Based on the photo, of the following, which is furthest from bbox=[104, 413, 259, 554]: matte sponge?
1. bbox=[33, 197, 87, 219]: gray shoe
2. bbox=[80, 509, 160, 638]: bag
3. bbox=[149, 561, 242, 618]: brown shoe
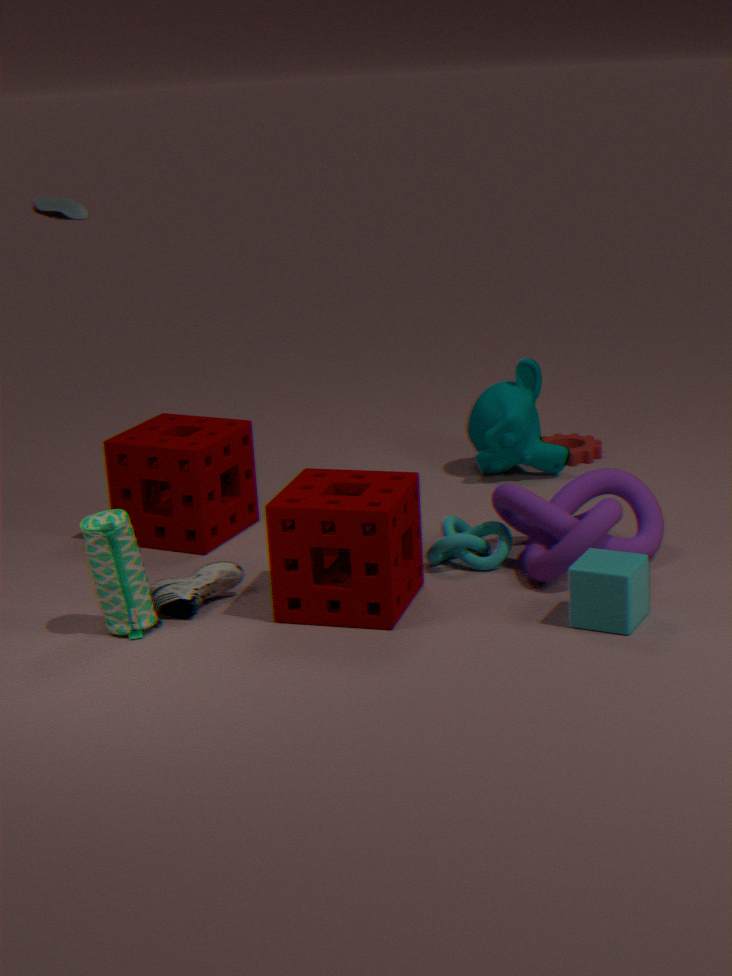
bbox=[33, 197, 87, 219]: gray shoe
